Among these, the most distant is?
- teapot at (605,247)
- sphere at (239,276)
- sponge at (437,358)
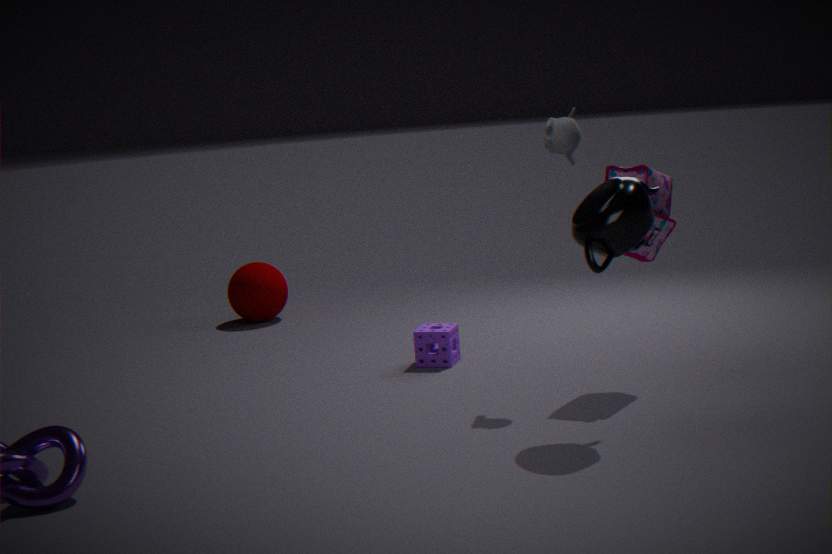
sphere at (239,276)
